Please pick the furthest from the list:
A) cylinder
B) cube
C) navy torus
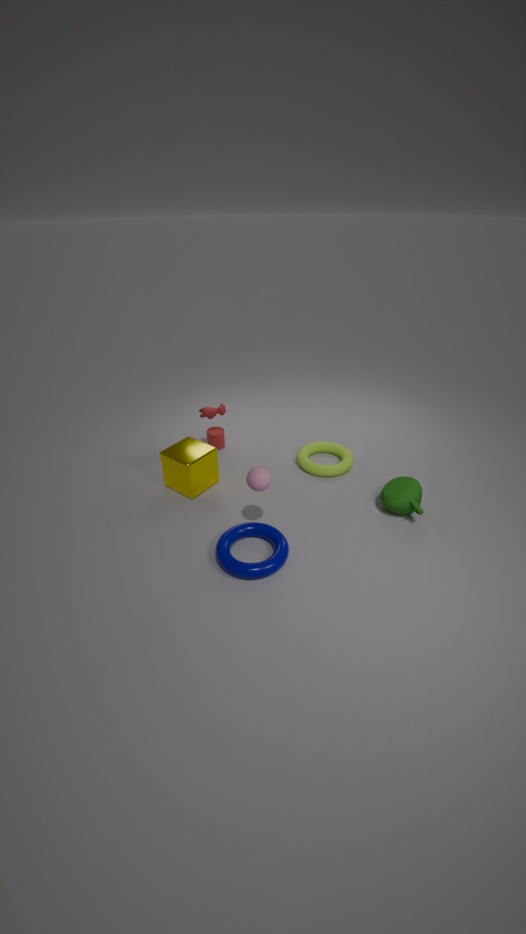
A. cylinder
